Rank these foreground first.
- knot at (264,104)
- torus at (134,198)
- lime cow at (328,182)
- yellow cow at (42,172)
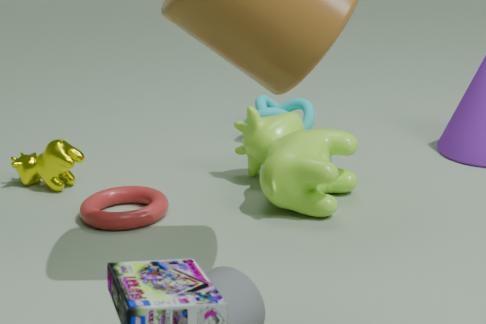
lime cow at (328,182)
torus at (134,198)
yellow cow at (42,172)
knot at (264,104)
